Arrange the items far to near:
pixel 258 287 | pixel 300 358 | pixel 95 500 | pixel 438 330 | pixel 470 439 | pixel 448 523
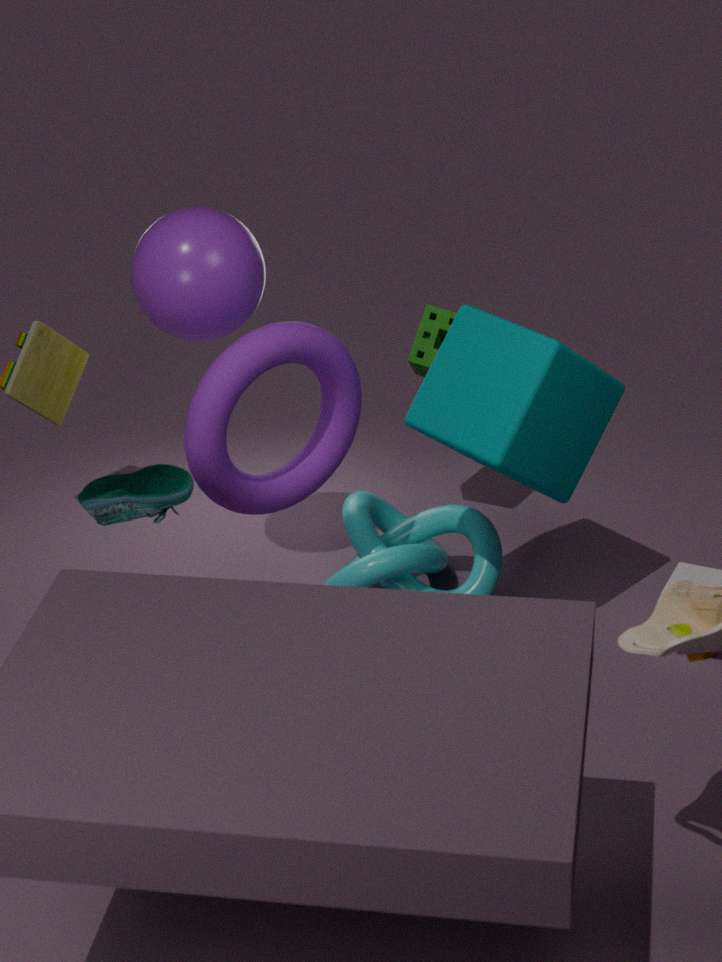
pixel 438 330 < pixel 448 523 < pixel 258 287 < pixel 300 358 < pixel 470 439 < pixel 95 500
